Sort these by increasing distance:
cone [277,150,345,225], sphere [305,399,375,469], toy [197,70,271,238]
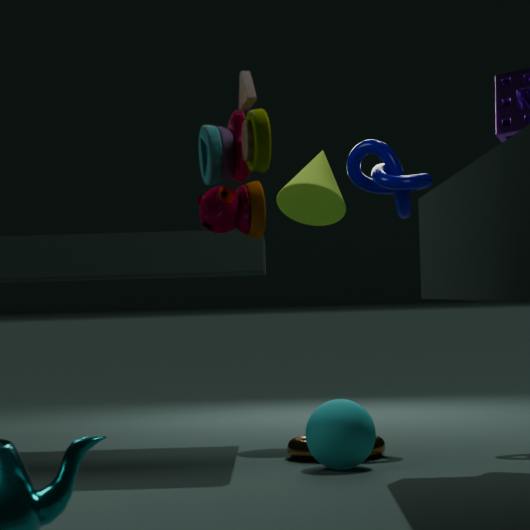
1. toy [197,70,271,238]
2. sphere [305,399,375,469]
3. cone [277,150,345,225]
